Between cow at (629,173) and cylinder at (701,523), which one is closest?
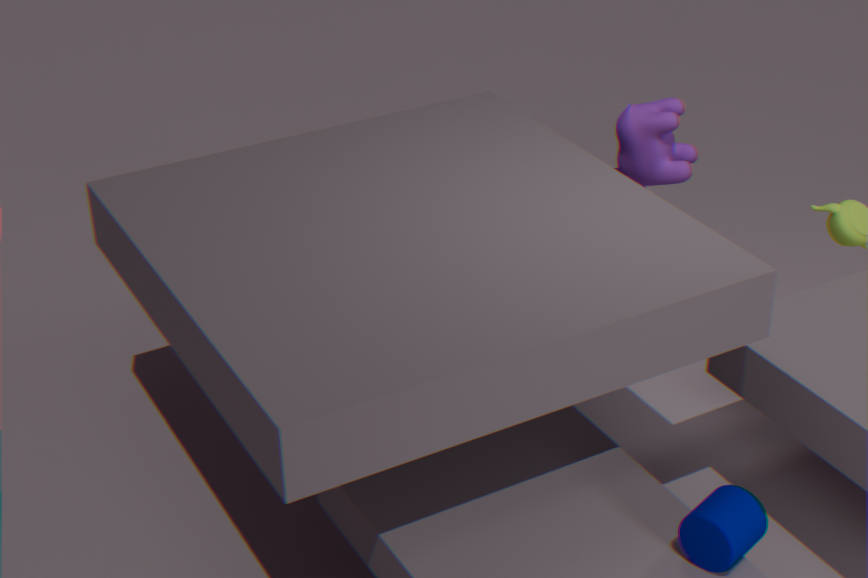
cylinder at (701,523)
